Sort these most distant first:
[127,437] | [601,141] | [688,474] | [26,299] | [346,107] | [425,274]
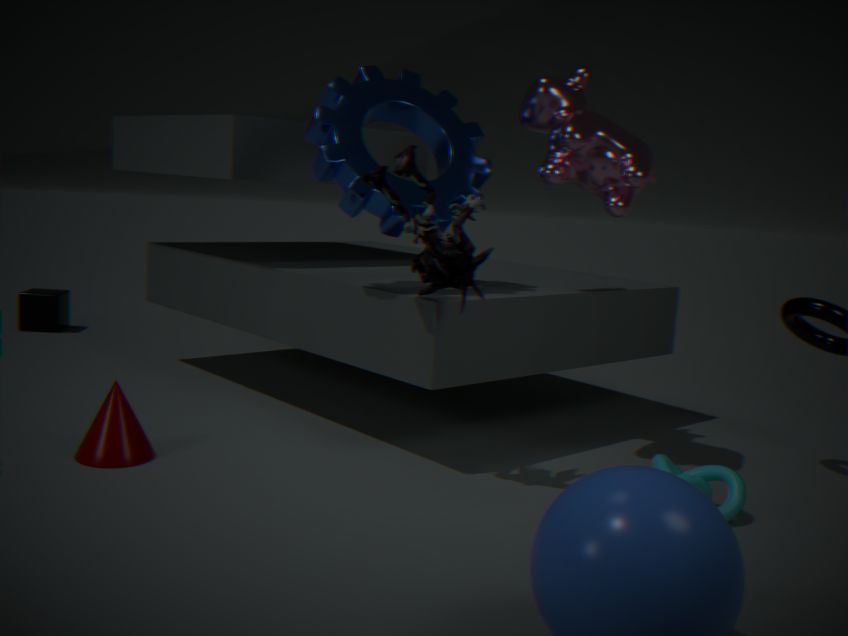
[26,299] → [346,107] → [601,141] → [127,437] → [688,474] → [425,274]
